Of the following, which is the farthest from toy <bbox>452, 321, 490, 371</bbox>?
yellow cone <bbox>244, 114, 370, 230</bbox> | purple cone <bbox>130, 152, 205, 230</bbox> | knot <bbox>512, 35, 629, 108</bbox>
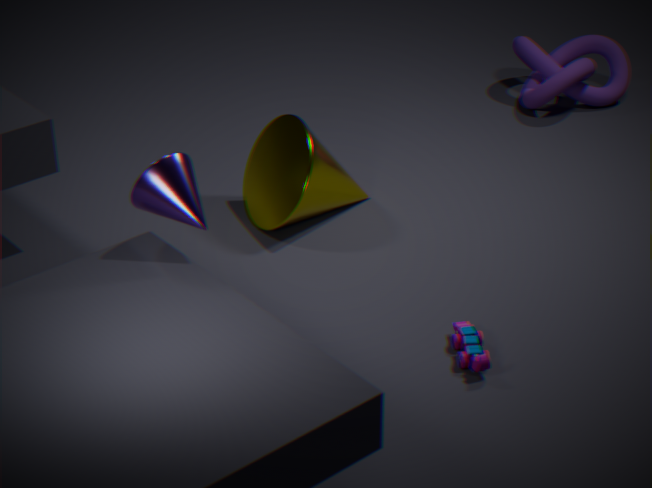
knot <bbox>512, 35, 629, 108</bbox>
